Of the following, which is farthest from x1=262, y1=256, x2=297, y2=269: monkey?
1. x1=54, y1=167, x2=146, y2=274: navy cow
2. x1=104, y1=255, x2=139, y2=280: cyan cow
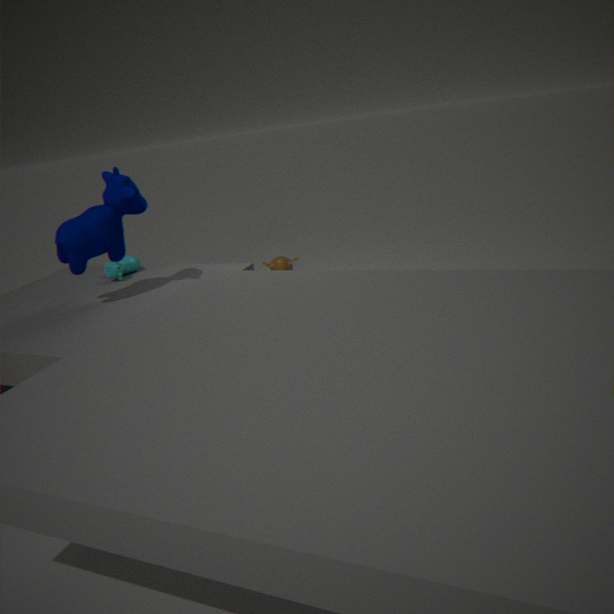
x1=54, y1=167, x2=146, y2=274: navy cow
